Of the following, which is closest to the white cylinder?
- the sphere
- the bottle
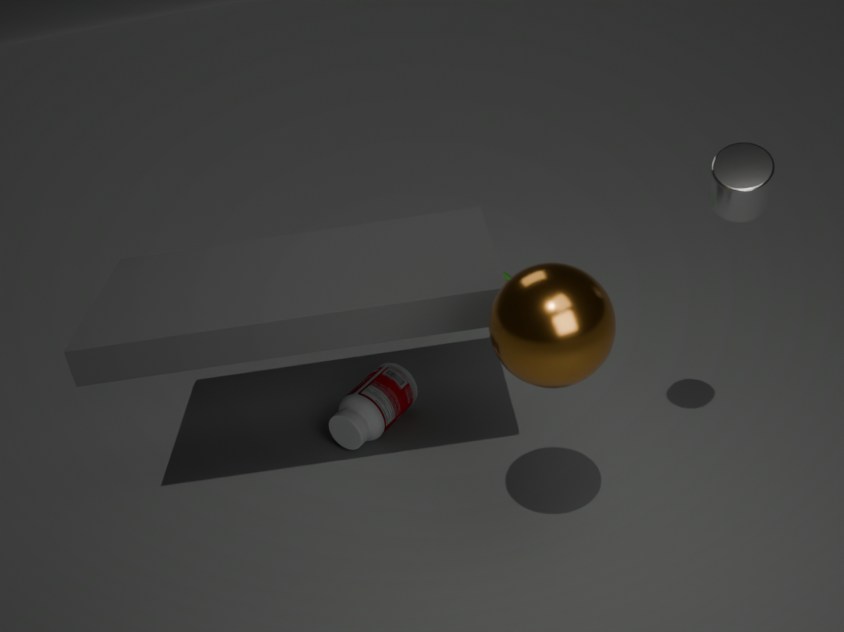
the sphere
